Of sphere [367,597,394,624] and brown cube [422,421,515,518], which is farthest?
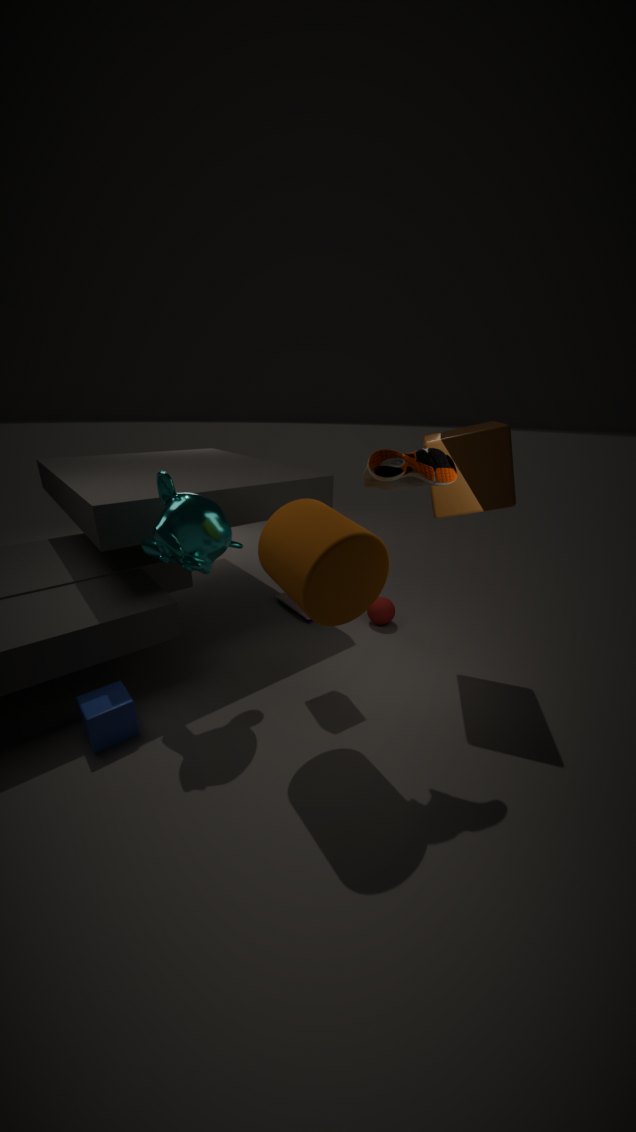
sphere [367,597,394,624]
